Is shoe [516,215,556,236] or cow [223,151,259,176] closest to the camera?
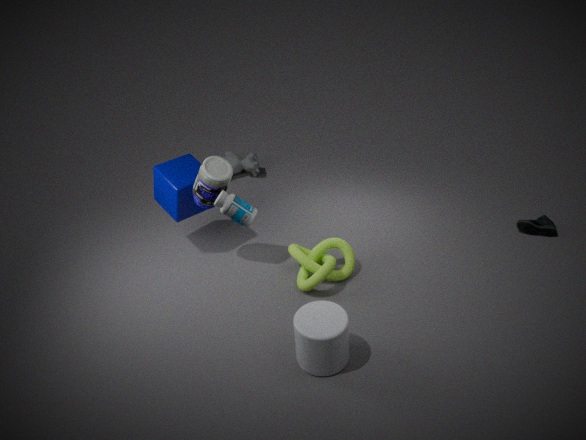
shoe [516,215,556,236]
